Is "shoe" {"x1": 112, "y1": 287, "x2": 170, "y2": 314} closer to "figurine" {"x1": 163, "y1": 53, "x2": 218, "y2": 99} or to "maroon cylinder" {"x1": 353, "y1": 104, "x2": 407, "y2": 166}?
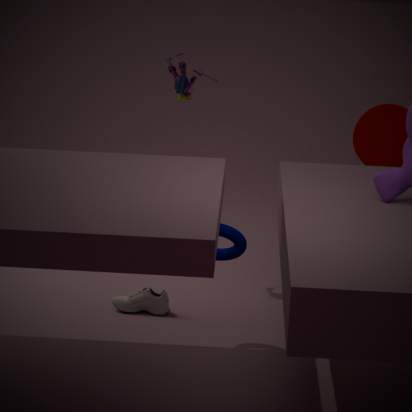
"figurine" {"x1": 163, "y1": 53, "x2": 218, "y2": 99}
